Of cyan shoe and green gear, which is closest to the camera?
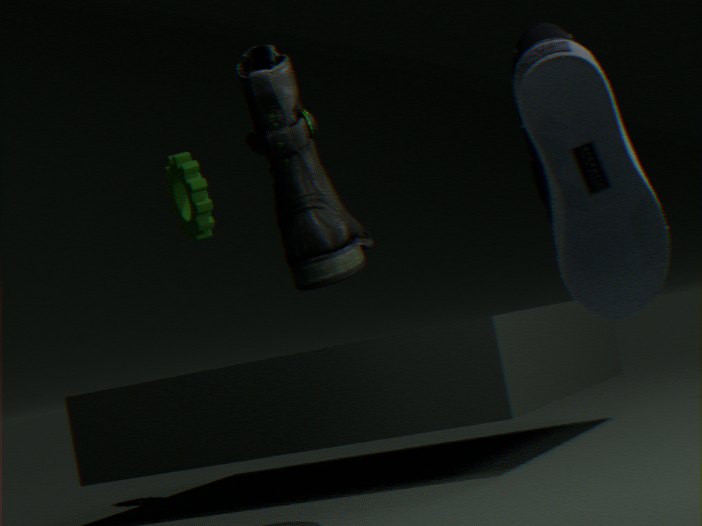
cyan shoe
